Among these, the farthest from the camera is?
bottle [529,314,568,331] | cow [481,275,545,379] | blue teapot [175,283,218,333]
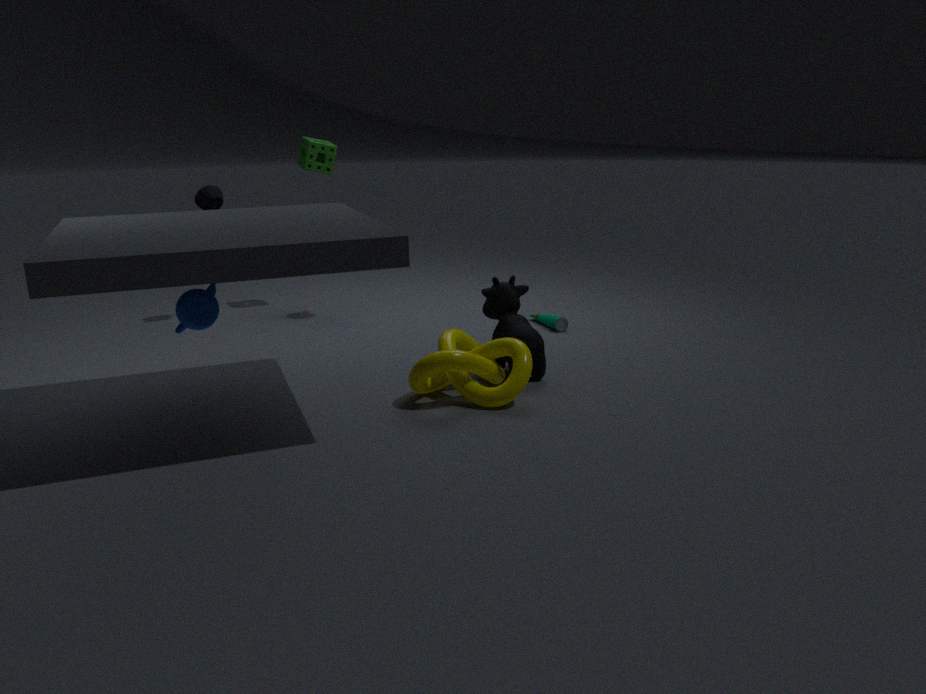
bottle [529,314,568,331]
